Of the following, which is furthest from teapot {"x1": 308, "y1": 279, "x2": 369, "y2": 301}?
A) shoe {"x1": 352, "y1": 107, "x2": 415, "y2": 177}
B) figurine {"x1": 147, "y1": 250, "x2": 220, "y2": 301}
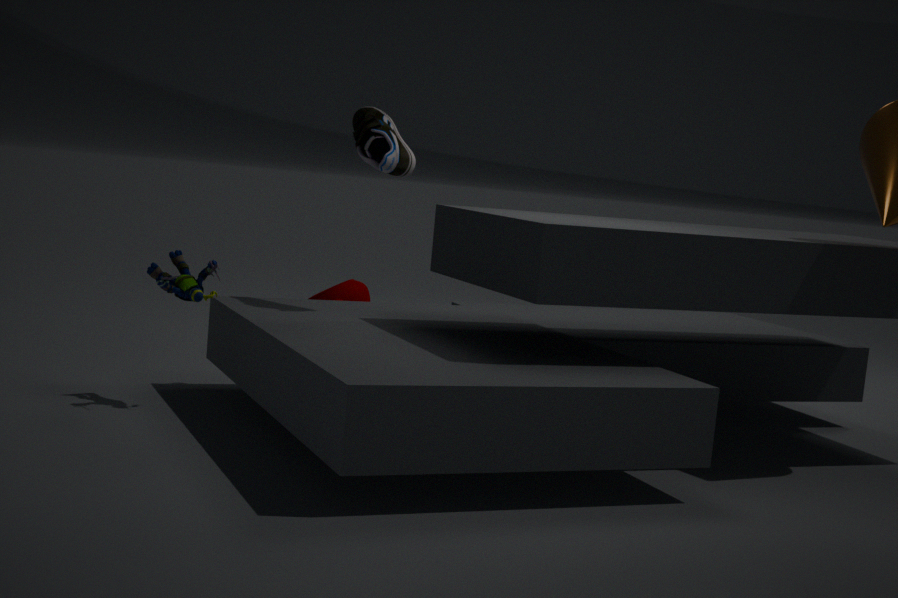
figurine {"x1": 147, "y1": 250, "x2": 220, "y2": 301}
